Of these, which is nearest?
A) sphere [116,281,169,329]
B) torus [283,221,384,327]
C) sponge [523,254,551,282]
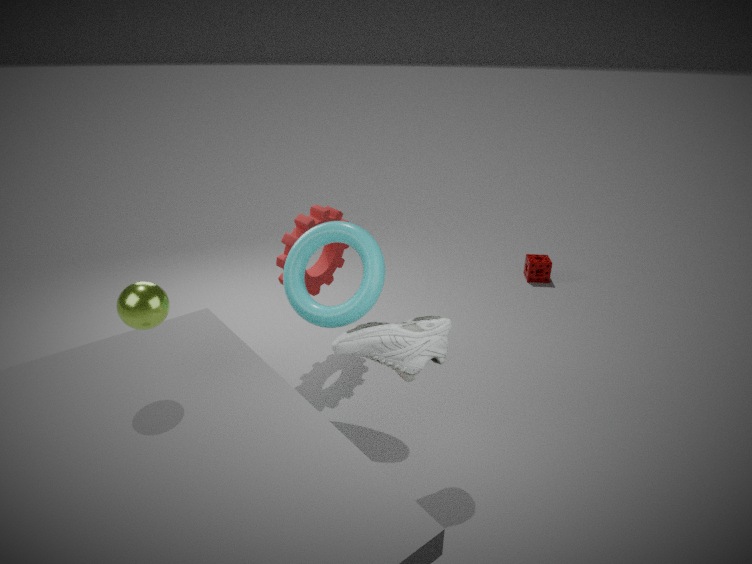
sphere [116,281,169,329]
